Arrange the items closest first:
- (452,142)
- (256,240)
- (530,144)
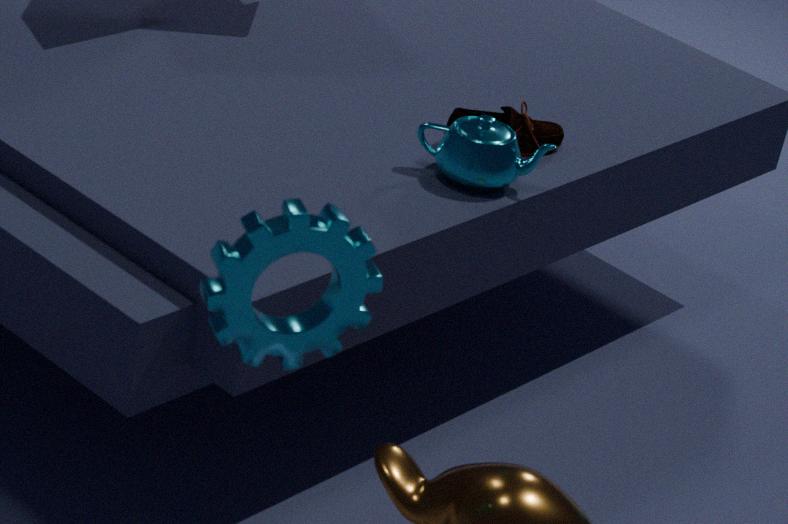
1. (256,240)
2. (452,142)
3. (530,144)
